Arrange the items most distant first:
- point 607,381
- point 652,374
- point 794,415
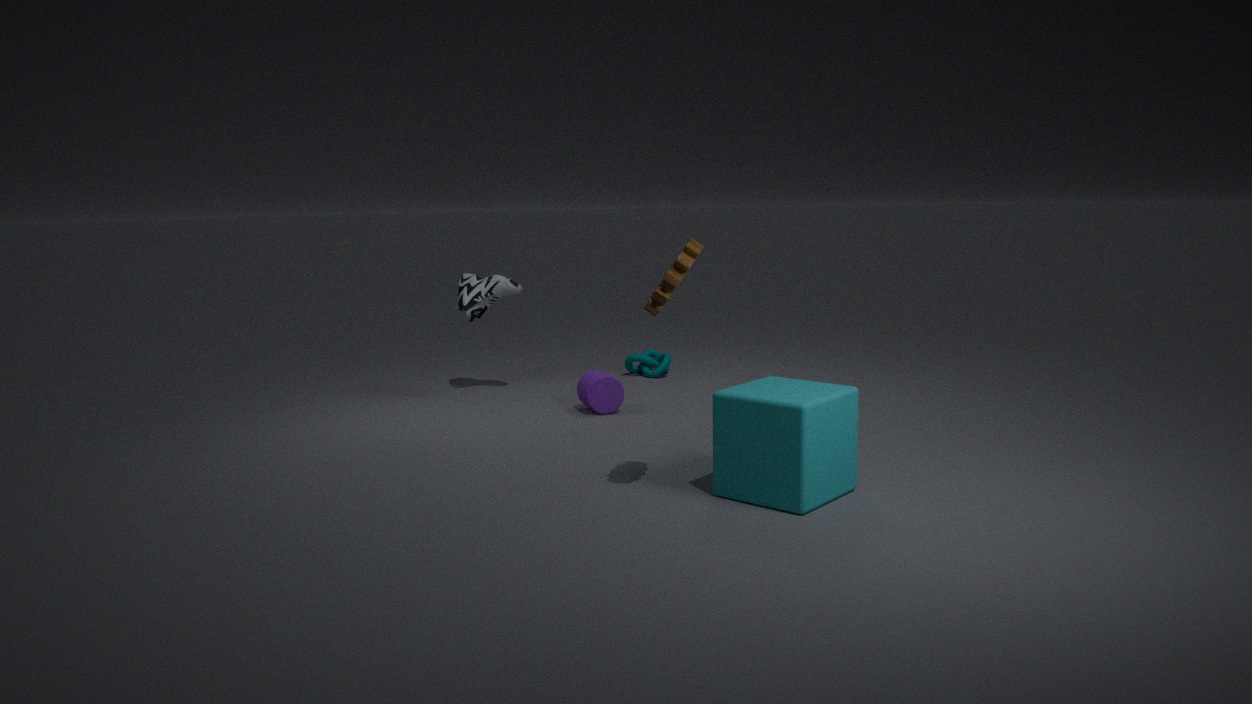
point 652,374, point 607,381, point 794,415
